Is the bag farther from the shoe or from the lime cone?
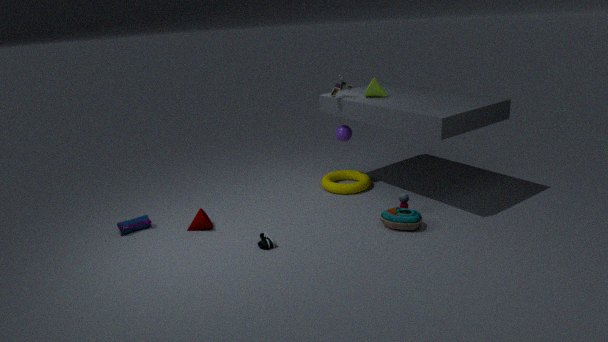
the lime cone
